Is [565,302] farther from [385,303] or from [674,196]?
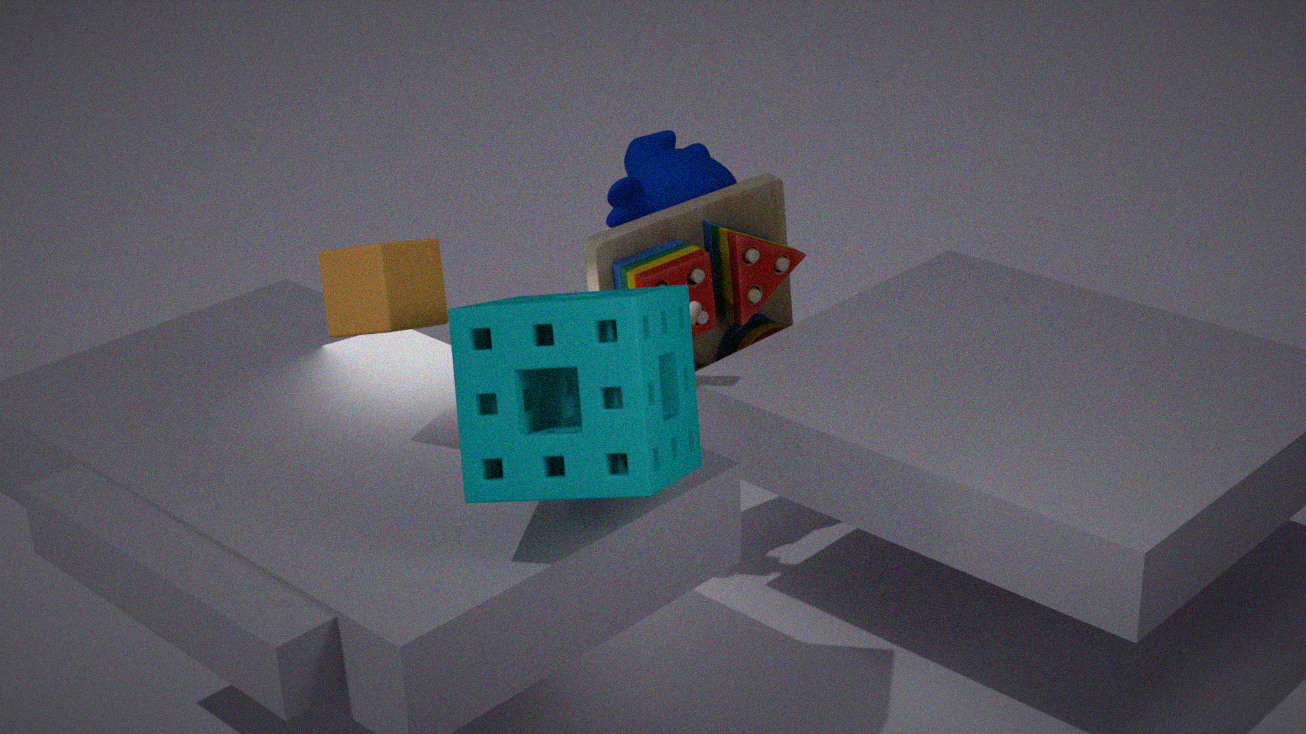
[674,196]
